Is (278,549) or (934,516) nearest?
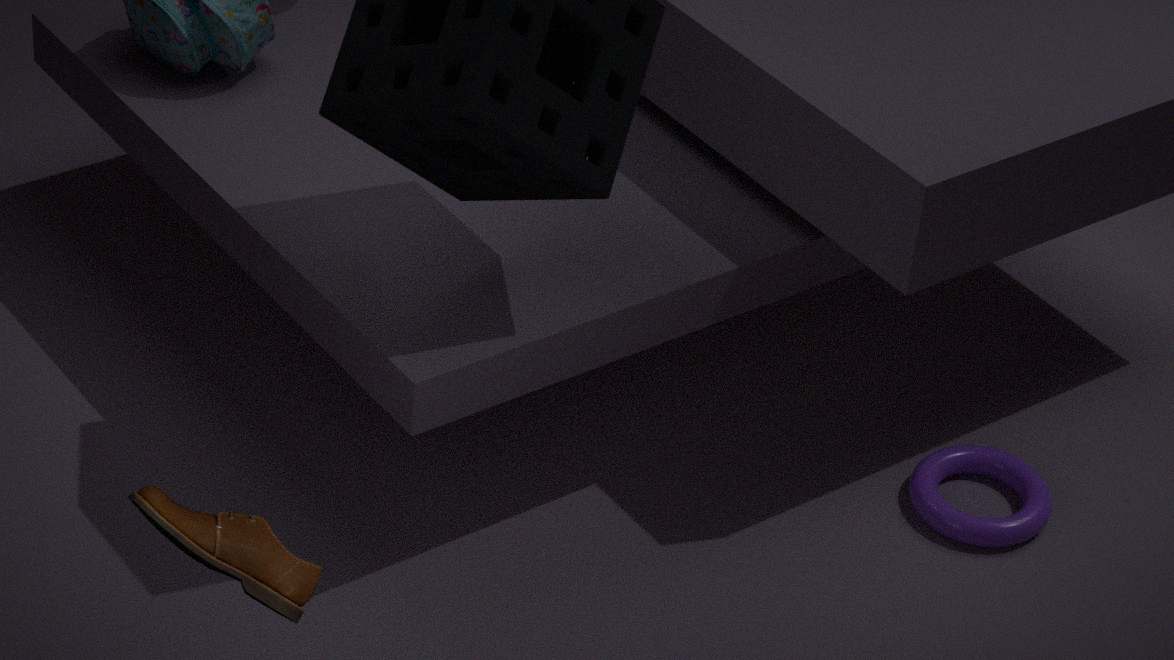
(278,549)
